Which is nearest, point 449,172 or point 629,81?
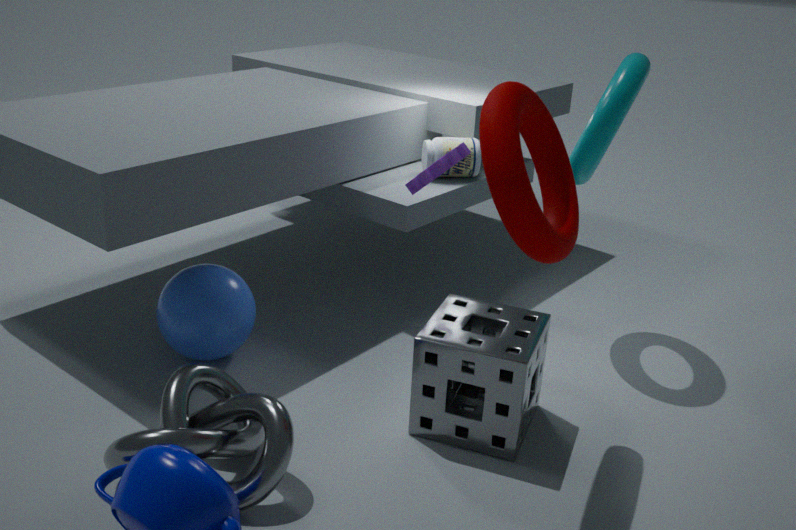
point 629,81
